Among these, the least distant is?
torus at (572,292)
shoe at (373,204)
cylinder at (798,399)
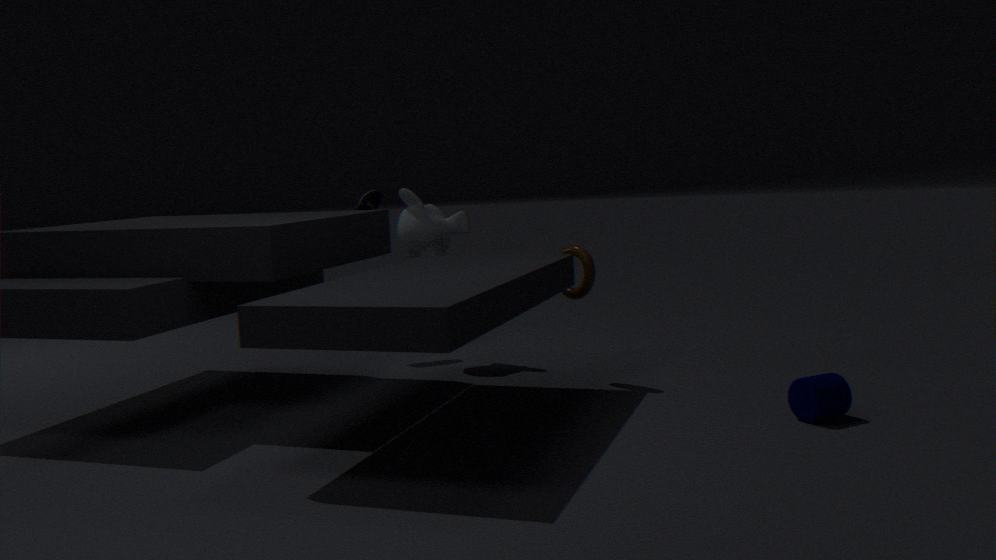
cylinder at (798,399)
